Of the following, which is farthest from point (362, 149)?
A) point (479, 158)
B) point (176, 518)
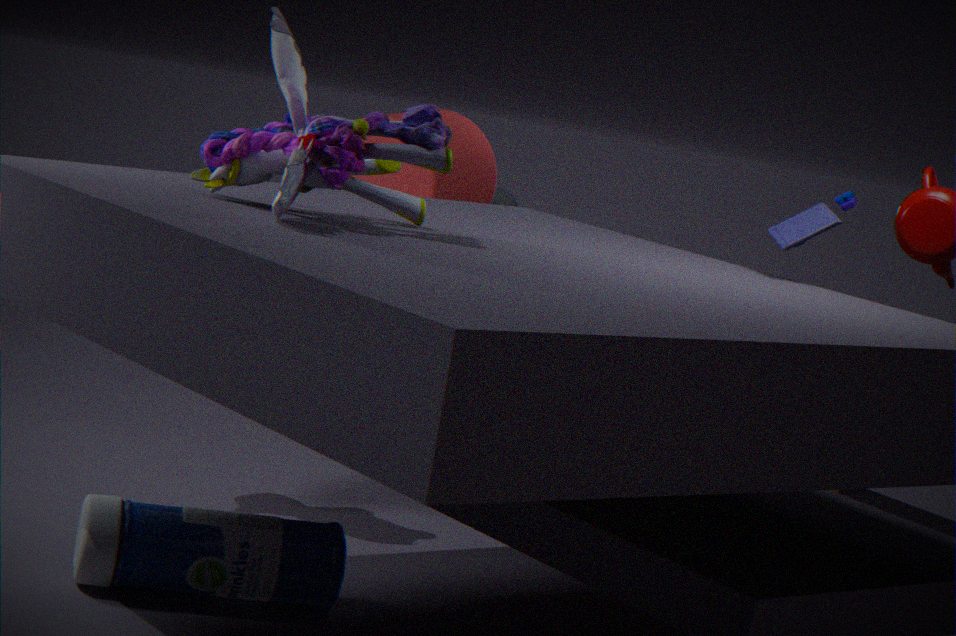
point (479, 158)
